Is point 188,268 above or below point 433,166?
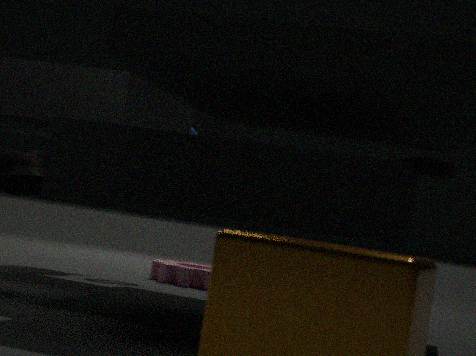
below
